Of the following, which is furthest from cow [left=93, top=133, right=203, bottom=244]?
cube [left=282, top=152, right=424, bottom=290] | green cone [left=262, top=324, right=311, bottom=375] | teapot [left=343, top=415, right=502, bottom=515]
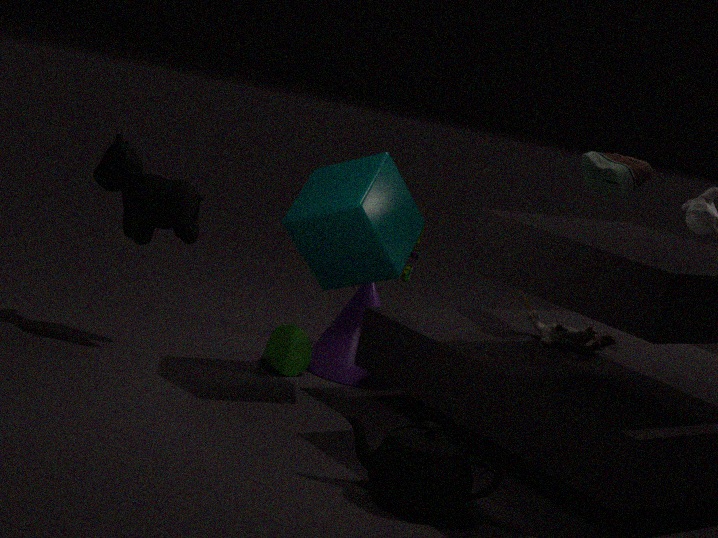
teapot [left=343, top=415, right=502, bottom=515]
